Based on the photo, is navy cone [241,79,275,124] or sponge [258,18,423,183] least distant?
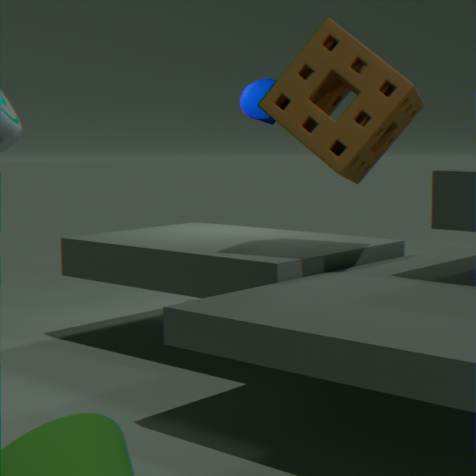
sponge [258,18,423,183]
